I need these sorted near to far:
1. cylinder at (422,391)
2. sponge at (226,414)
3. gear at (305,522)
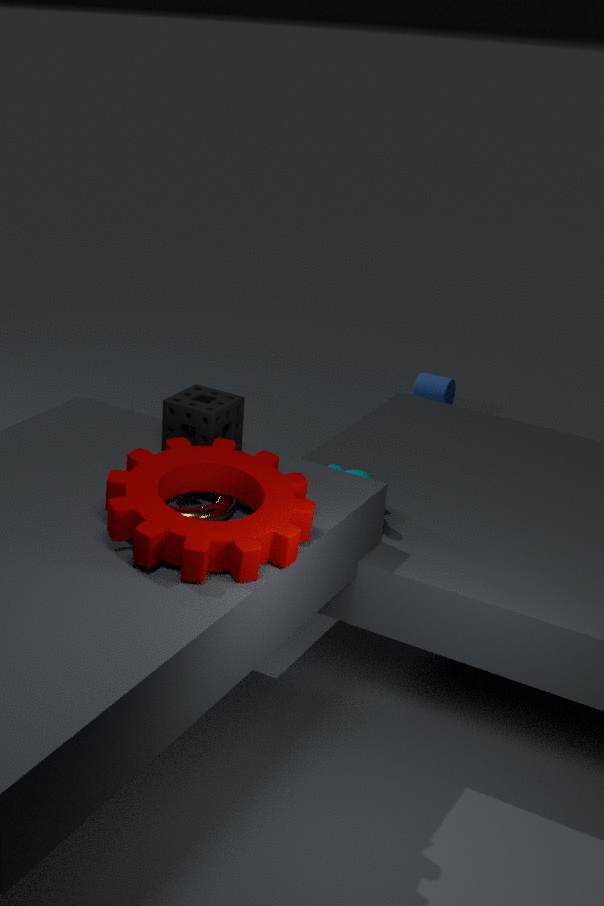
1. gear at (305,522)
2. sponge at (226,414)
3. cylinder at (422,391)
